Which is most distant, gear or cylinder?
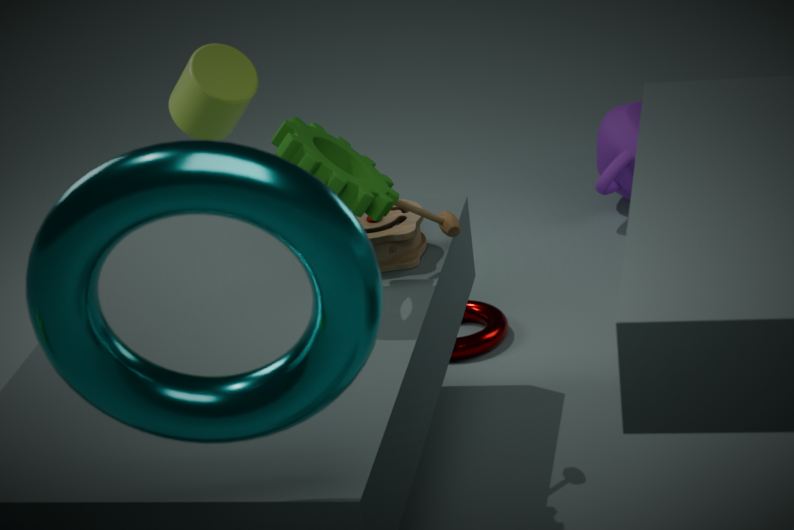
cylinder
